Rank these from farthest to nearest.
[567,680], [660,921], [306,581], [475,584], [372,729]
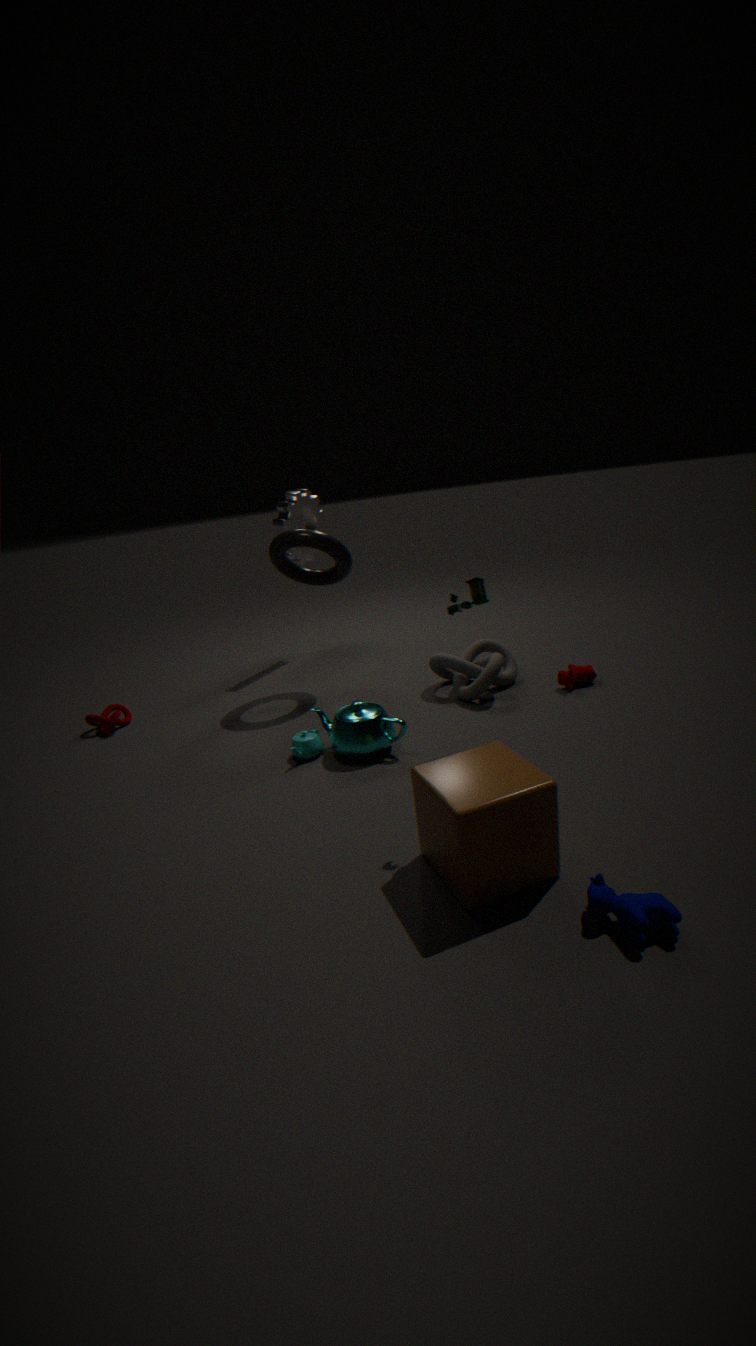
[306,581]
[567,680]
[372,729]
[475,584]
[660,921]
